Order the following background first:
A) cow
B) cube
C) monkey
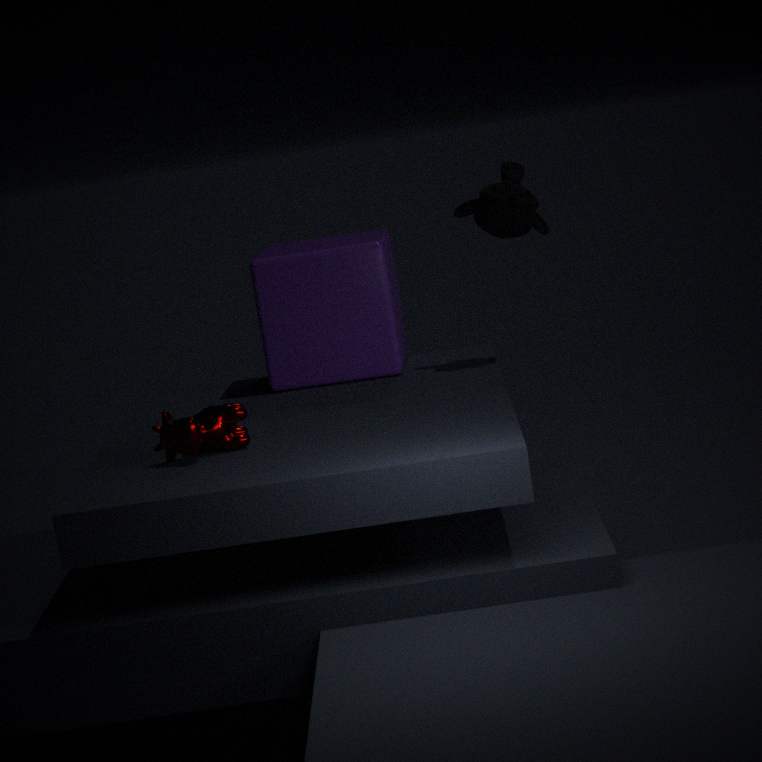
1. cube
2. monkey
3. cow
